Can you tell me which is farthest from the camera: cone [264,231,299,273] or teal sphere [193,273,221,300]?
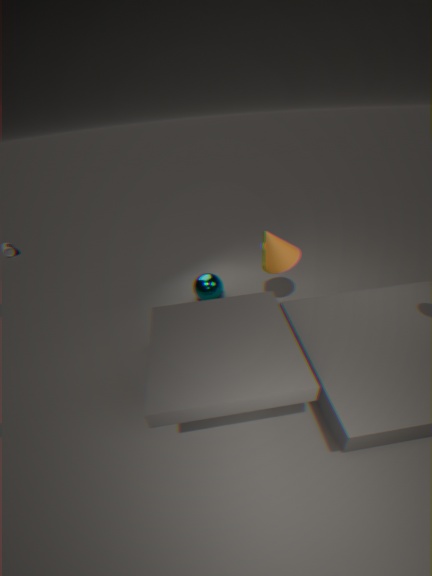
teal sphere [193,273,221,300]
